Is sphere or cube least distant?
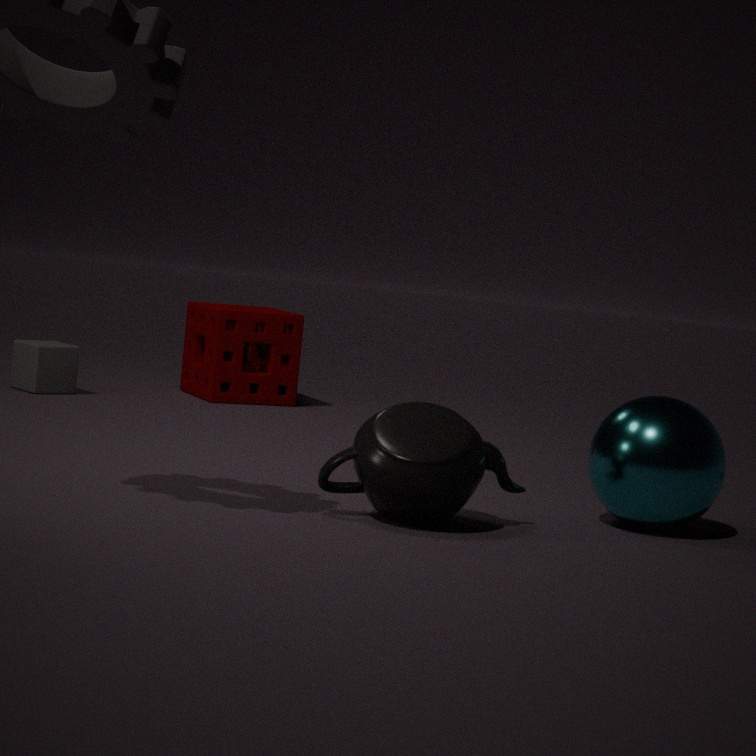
sphere
